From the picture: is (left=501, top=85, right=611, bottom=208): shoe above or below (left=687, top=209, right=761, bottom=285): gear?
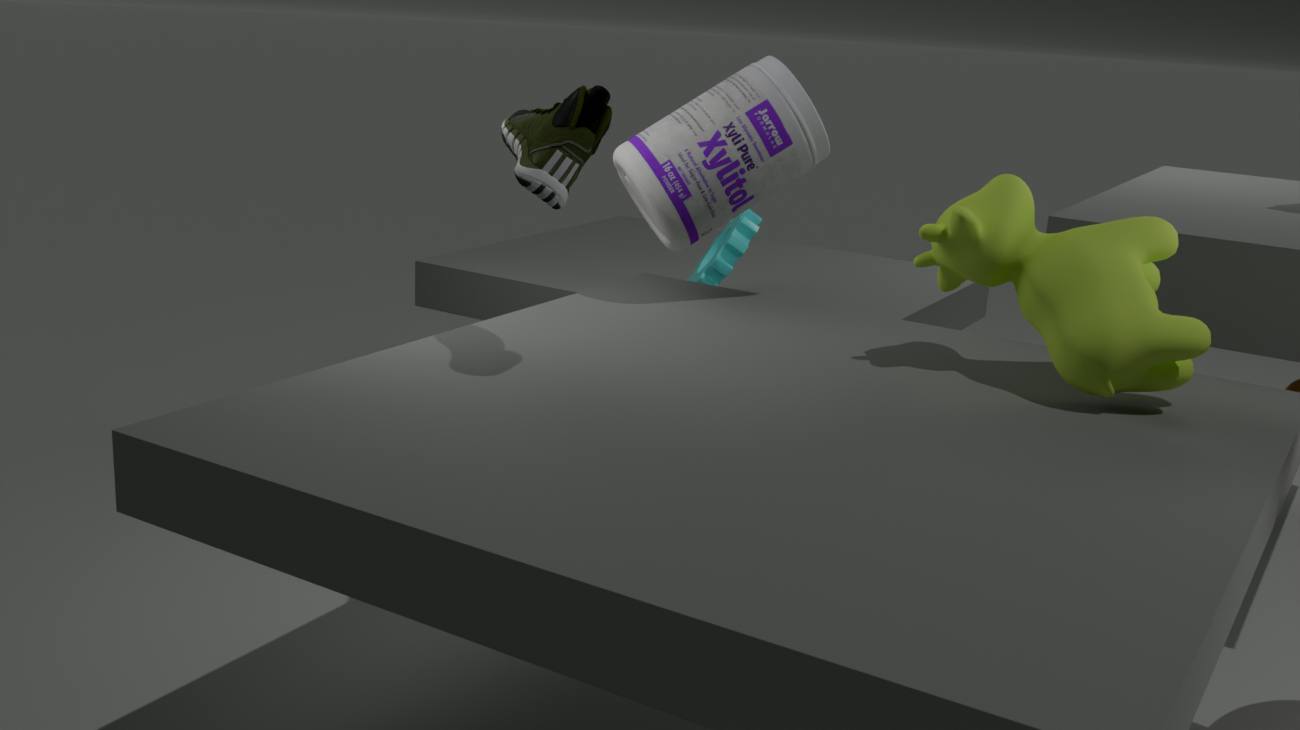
above
